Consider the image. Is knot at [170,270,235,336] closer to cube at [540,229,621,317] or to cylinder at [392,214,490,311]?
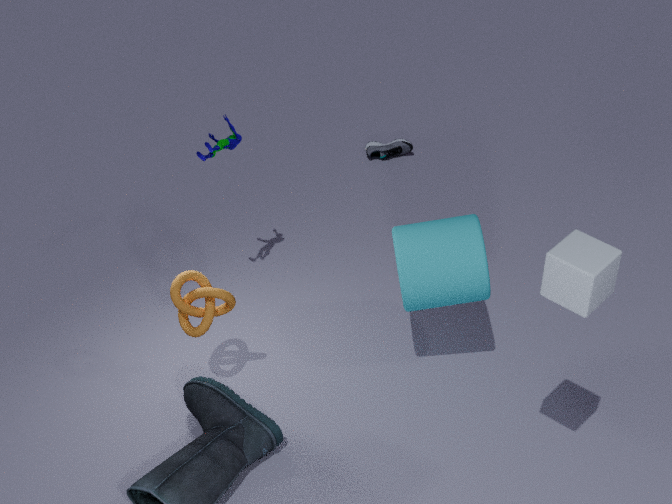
cylinder at [392,214,490,311]
